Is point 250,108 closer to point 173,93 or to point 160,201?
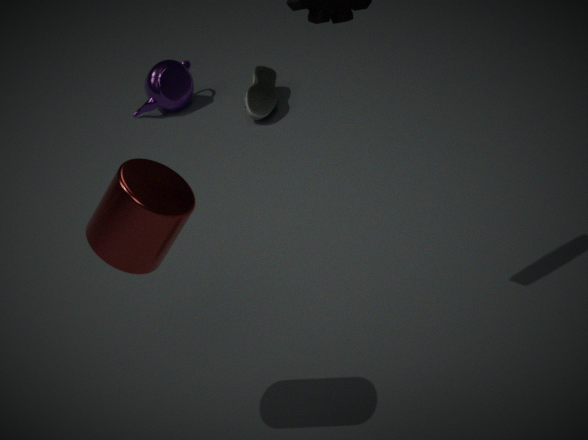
point 173,93
